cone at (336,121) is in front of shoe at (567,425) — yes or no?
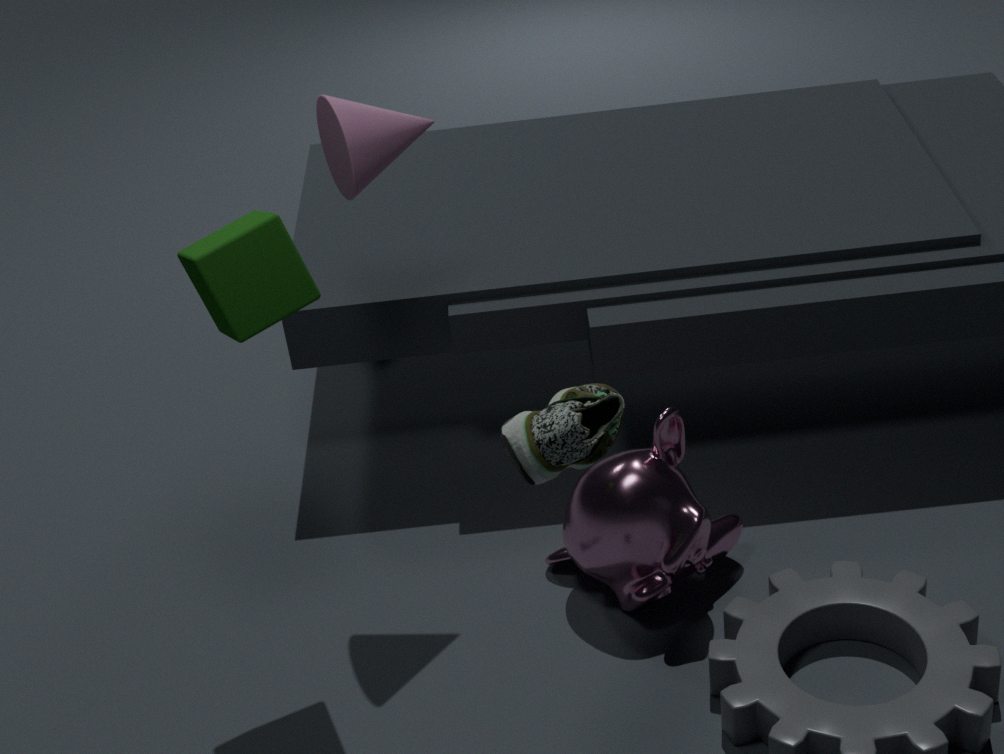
No
